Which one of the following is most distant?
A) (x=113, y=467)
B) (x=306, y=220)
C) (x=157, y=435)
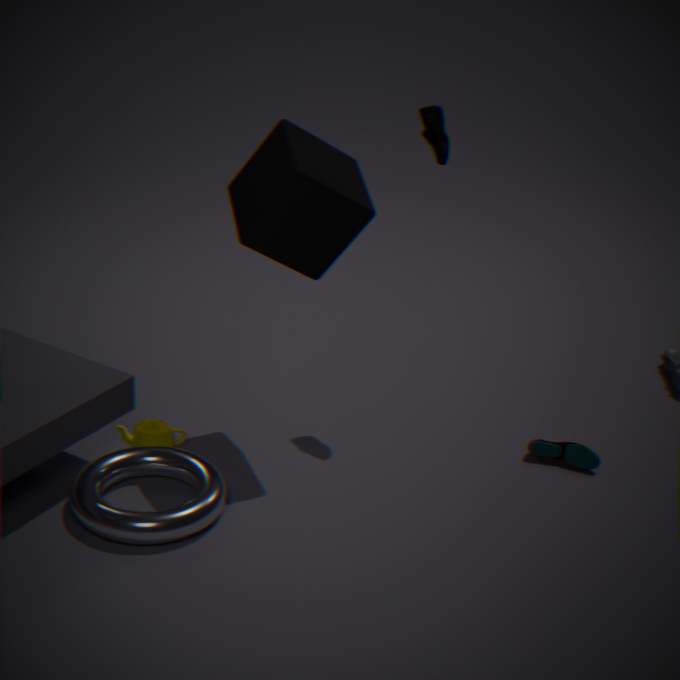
(x=157, y=435)
